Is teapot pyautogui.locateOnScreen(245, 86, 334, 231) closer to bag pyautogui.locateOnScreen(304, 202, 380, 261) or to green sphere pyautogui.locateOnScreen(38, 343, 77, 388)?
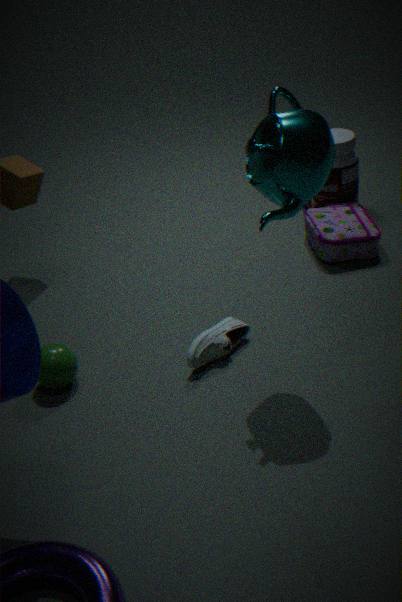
bag pyautogui.locateOnScreen(304, 202, 380, 261)
